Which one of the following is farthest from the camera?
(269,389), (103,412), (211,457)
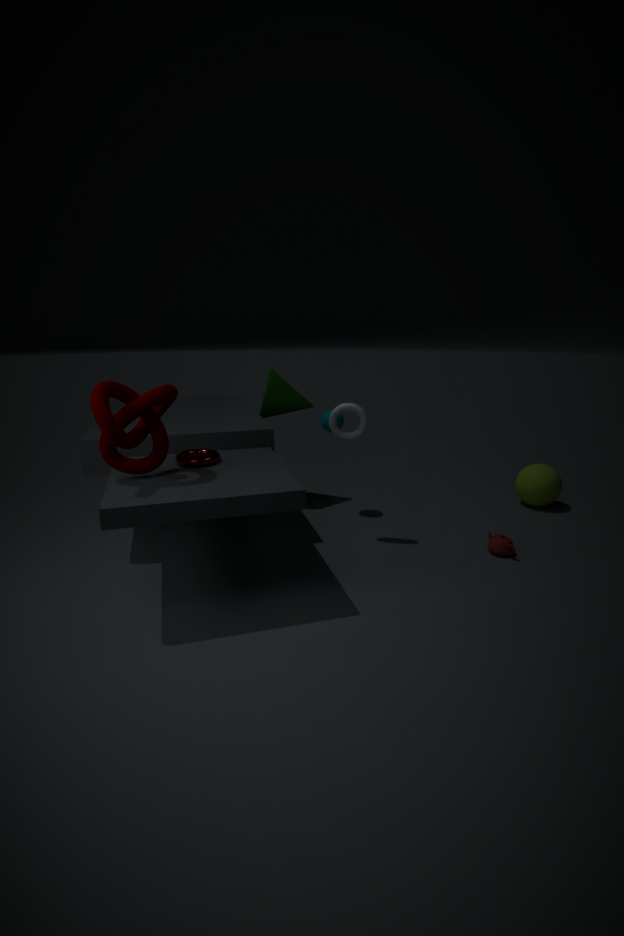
→ (269,389)
